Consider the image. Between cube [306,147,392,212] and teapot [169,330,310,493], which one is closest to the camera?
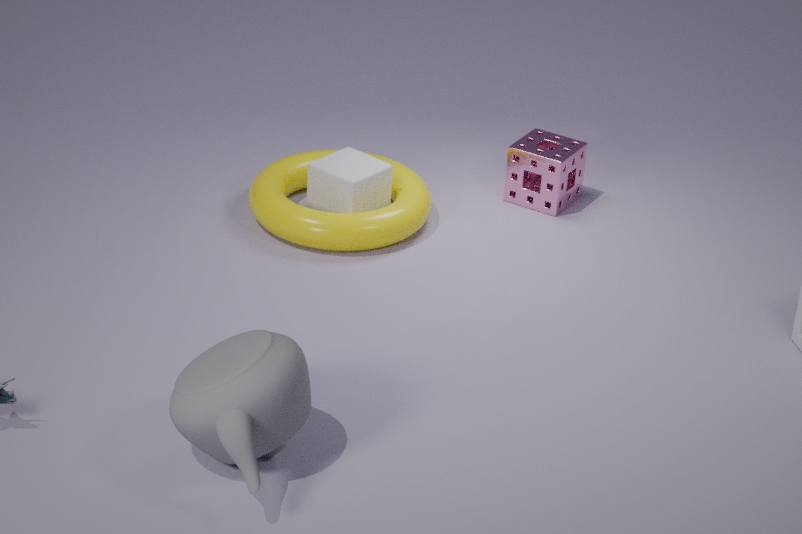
teapot [169,330,310,493]
